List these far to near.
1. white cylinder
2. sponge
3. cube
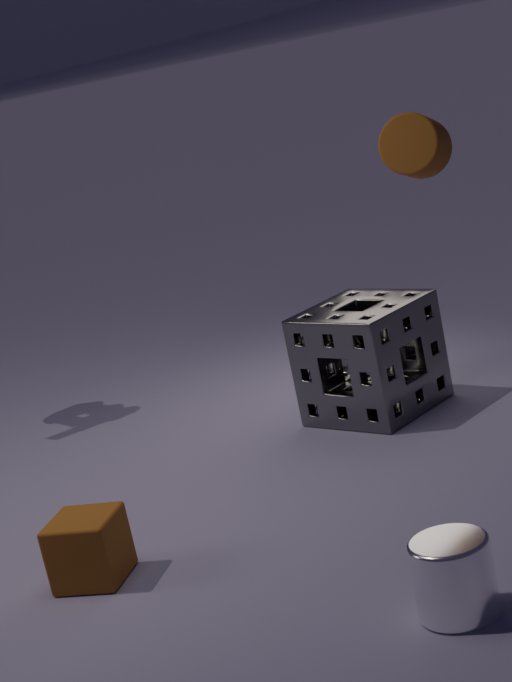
sponge < cube < white cylinder
